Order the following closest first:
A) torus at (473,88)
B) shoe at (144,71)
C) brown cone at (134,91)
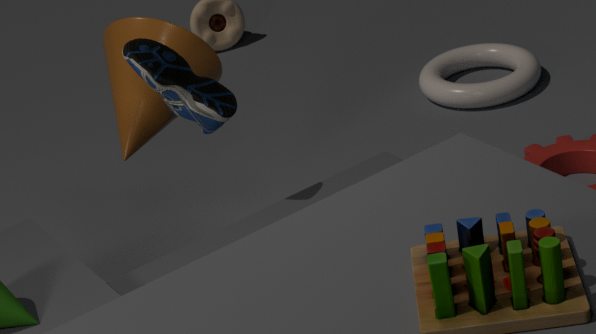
shoe at (144,71)
brown cone at (134,91)
torus at (473,88)
